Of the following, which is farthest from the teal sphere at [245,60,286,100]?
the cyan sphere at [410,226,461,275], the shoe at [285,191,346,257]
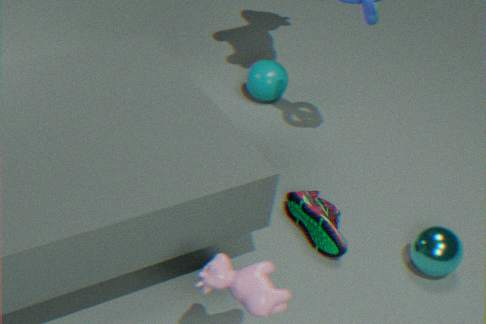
the cyan sphere at [410,226,461,275]
